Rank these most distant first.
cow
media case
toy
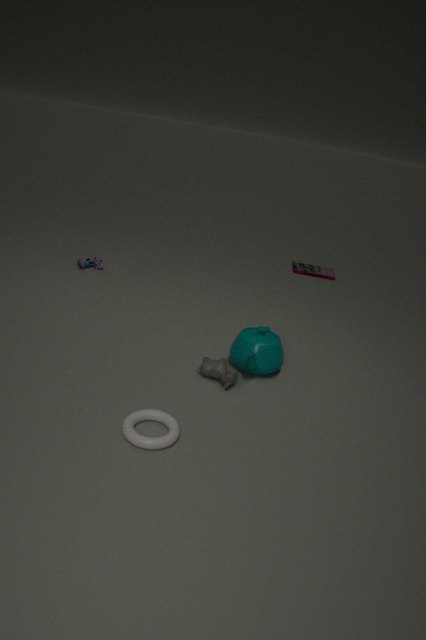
media case < toy < cow
